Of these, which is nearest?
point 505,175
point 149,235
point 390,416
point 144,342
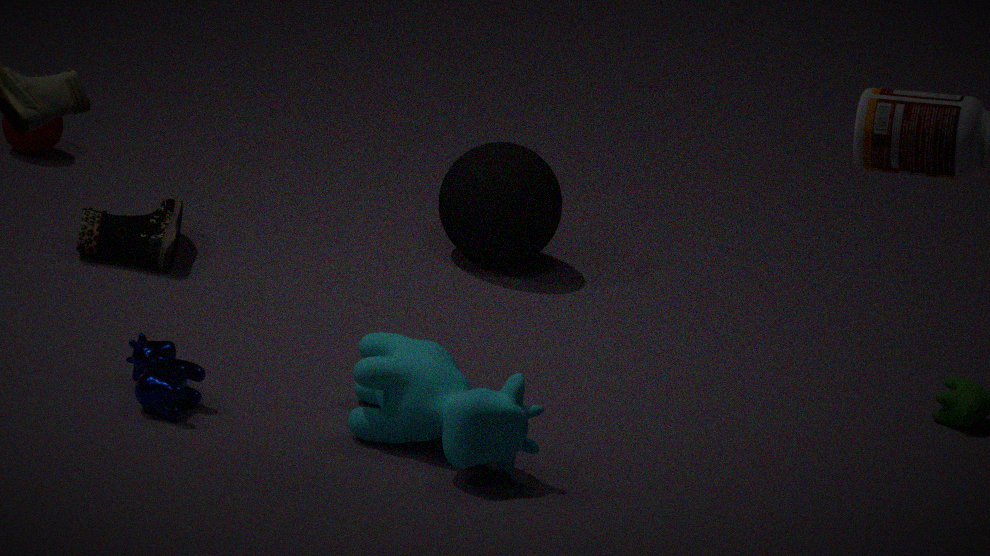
point 390,416
